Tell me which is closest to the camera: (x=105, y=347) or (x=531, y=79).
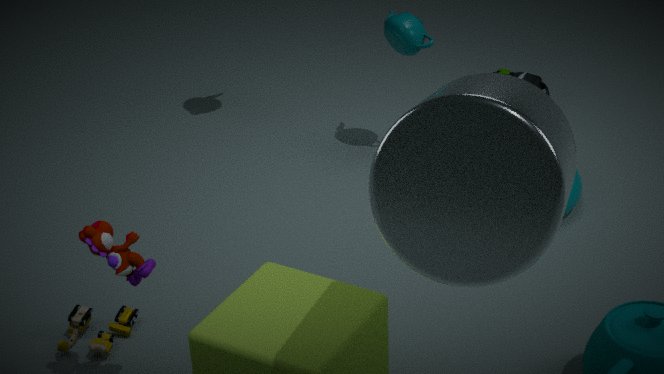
(x=105, y=347)
